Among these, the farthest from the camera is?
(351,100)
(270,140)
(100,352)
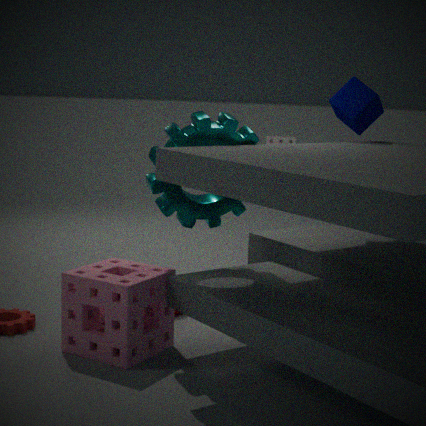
(270,140)
